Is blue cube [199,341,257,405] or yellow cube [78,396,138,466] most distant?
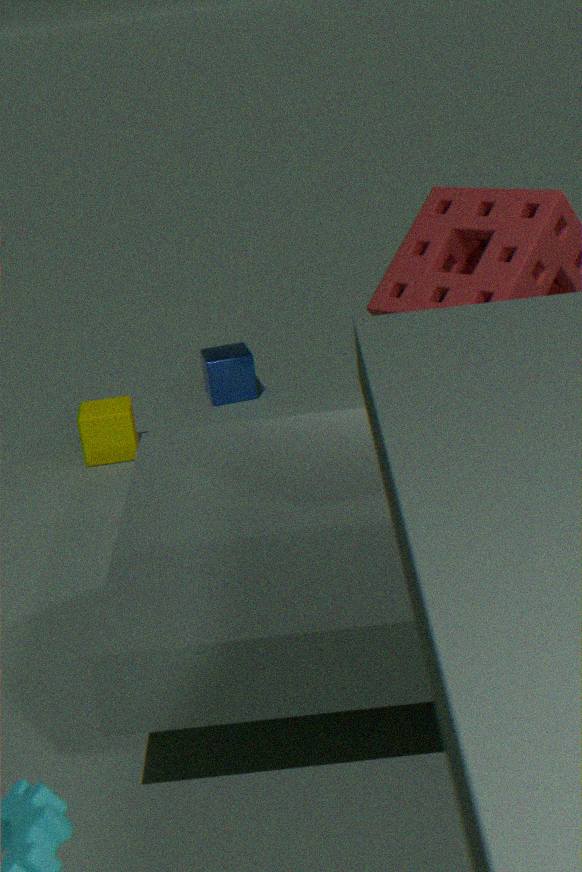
blue cube [199,341,257,405]
